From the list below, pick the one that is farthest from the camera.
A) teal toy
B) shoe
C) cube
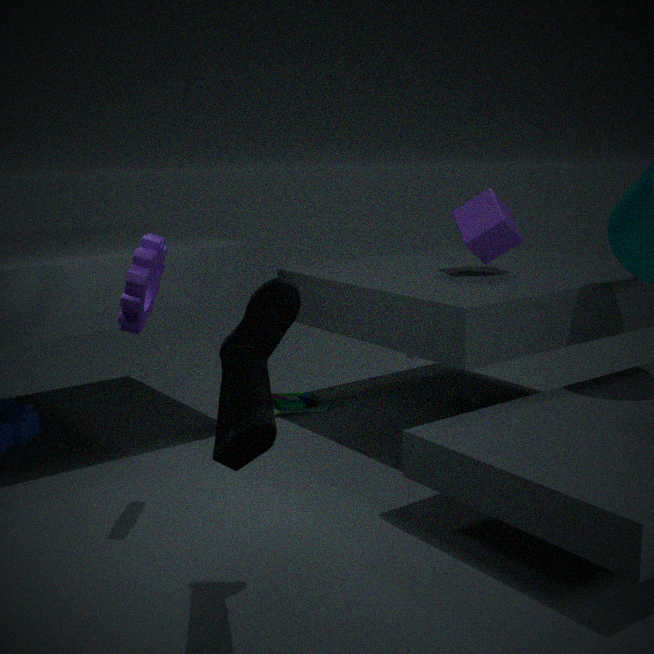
A: teal toy
